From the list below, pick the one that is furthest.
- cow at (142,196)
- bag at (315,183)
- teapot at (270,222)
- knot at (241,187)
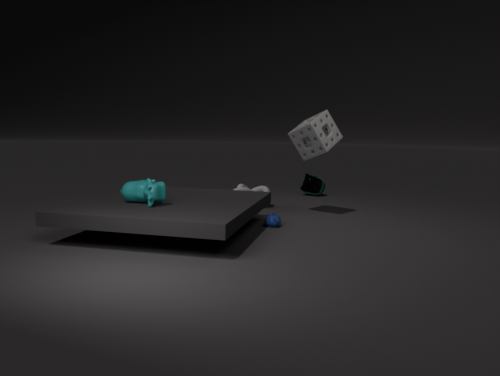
bag at (315,183)
